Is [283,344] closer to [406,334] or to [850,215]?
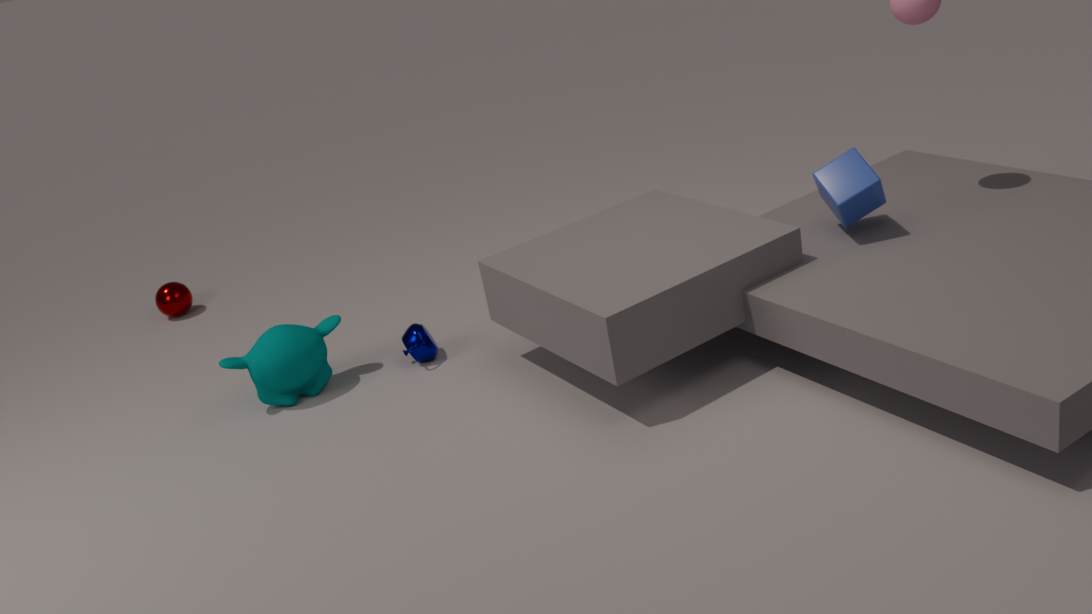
[406,334]
